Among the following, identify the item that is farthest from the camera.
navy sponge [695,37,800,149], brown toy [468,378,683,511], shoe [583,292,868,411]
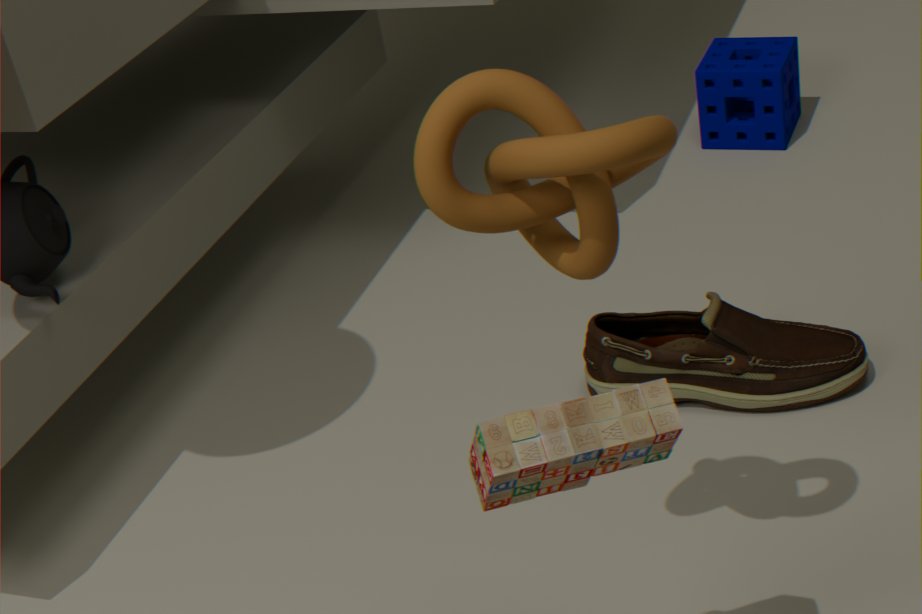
navy sponge [695,37,800,149]
